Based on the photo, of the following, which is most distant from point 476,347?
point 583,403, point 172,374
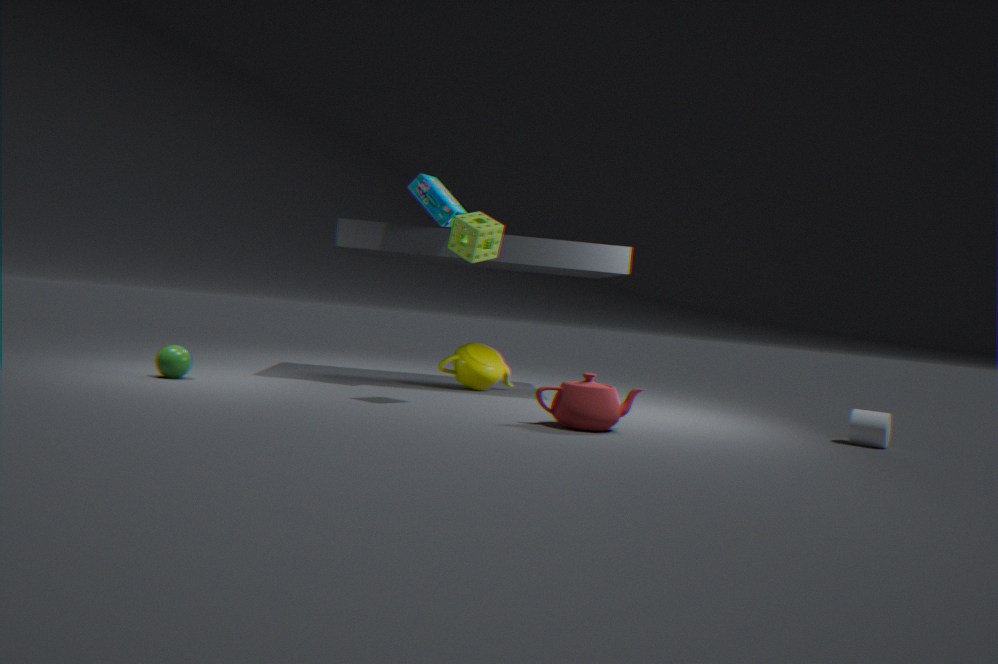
point 172,374
